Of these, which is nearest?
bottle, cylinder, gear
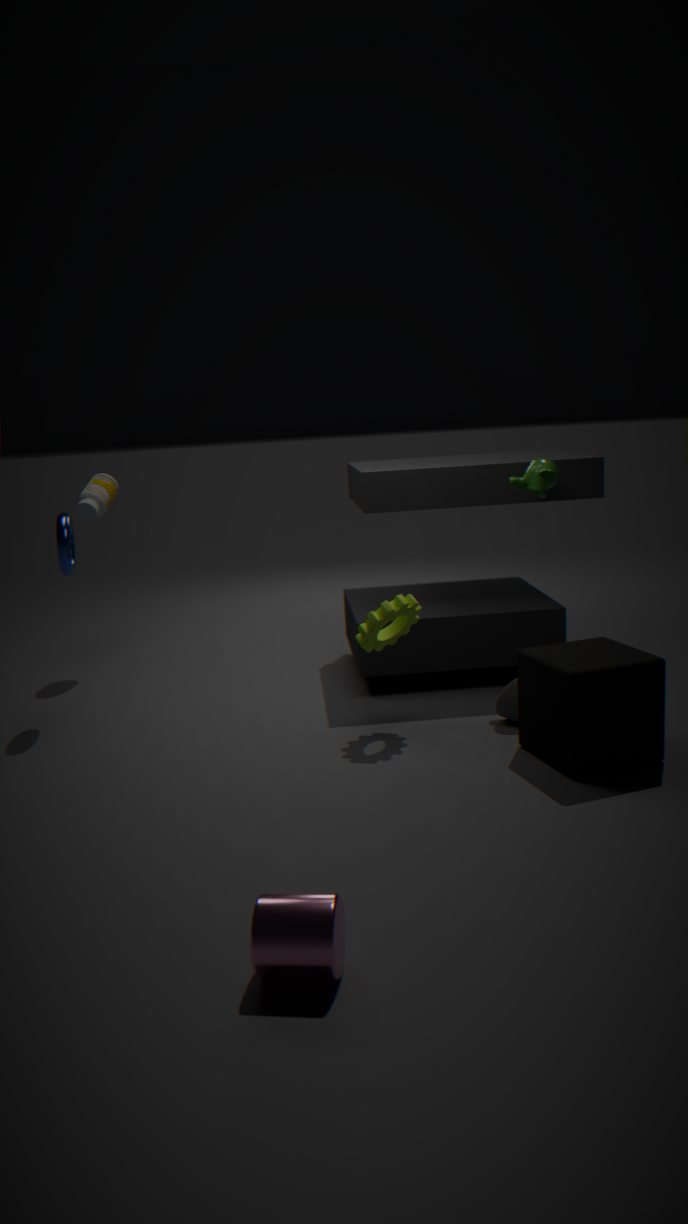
cylinder
